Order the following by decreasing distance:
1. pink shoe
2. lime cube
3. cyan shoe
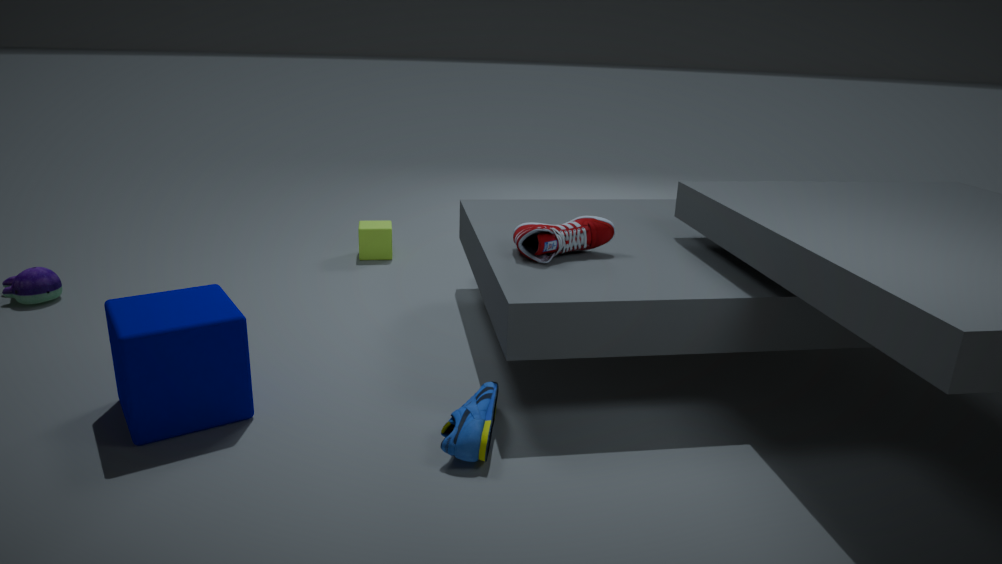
lime cube
pink shoe
cyan shoe
